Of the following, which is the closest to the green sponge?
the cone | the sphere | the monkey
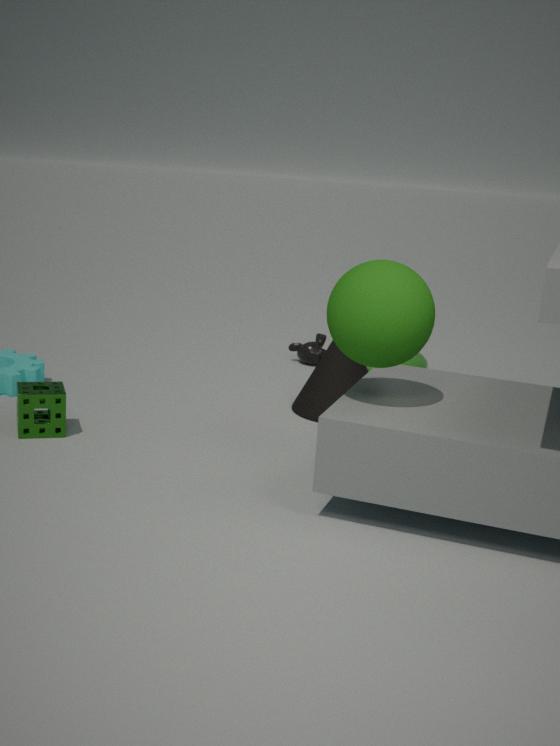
the cone
